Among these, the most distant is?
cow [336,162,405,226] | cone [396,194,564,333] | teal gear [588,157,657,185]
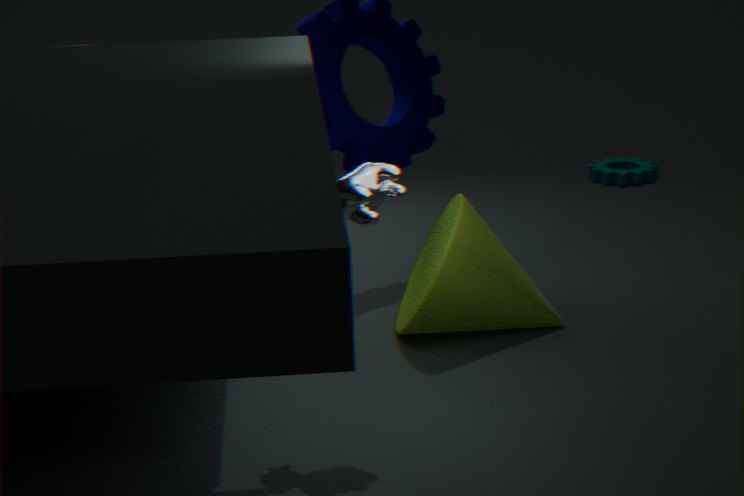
teal gear [588,157,657,185]
